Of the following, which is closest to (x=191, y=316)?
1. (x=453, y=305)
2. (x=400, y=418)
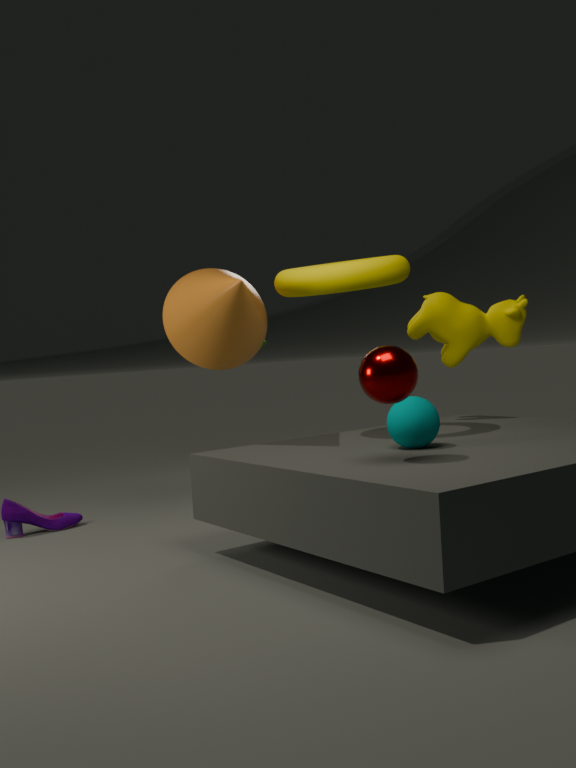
(x=400, y=418)
